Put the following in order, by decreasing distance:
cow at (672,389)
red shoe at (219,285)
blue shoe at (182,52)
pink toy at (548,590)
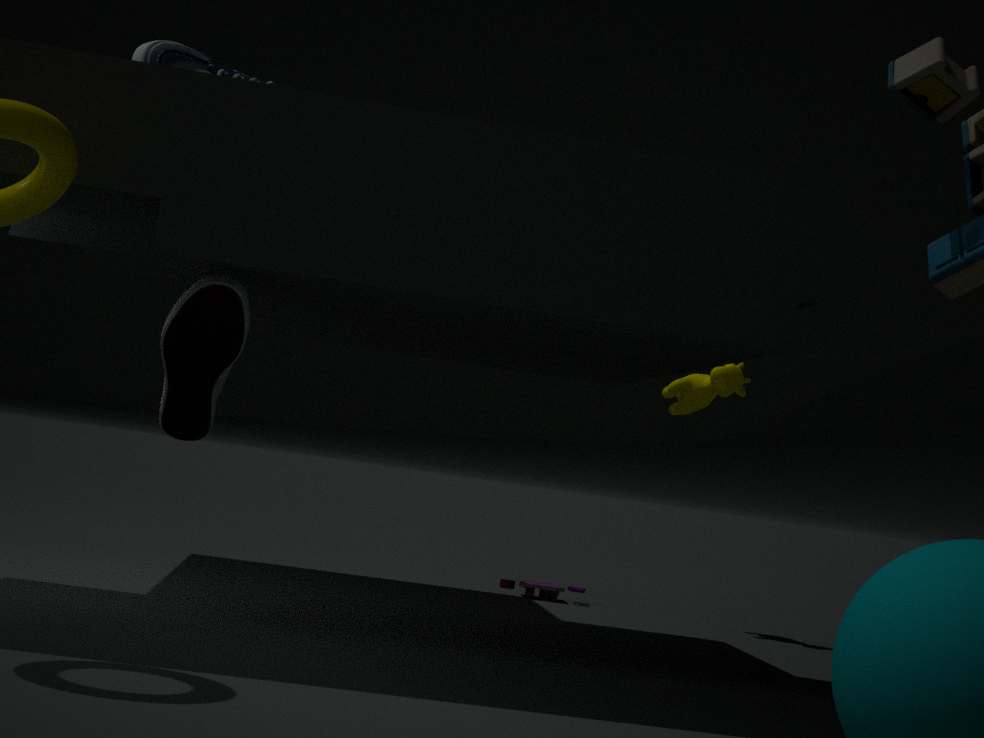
pink toy at (548,590), cow at (672,389), blue shoe at (182,52), red shoe at (219,285)
